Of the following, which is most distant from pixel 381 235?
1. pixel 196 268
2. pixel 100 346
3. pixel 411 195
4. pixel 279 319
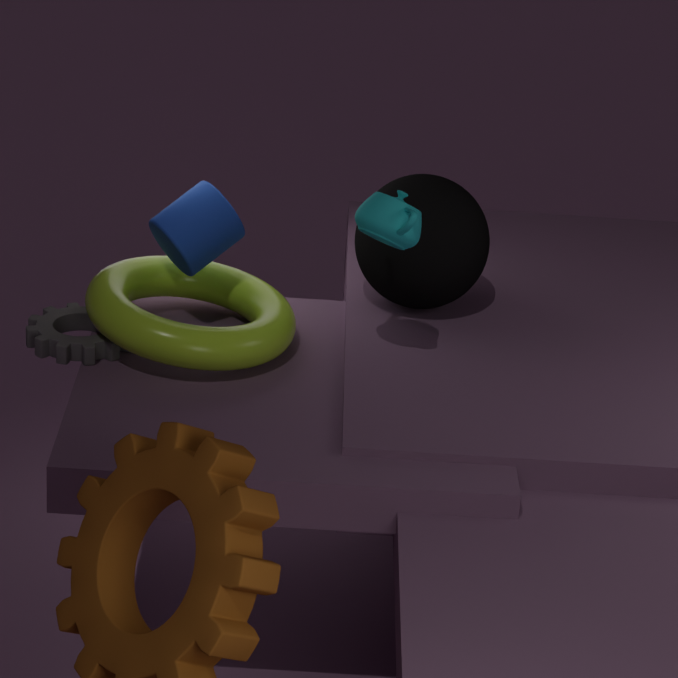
pixel 100 346
